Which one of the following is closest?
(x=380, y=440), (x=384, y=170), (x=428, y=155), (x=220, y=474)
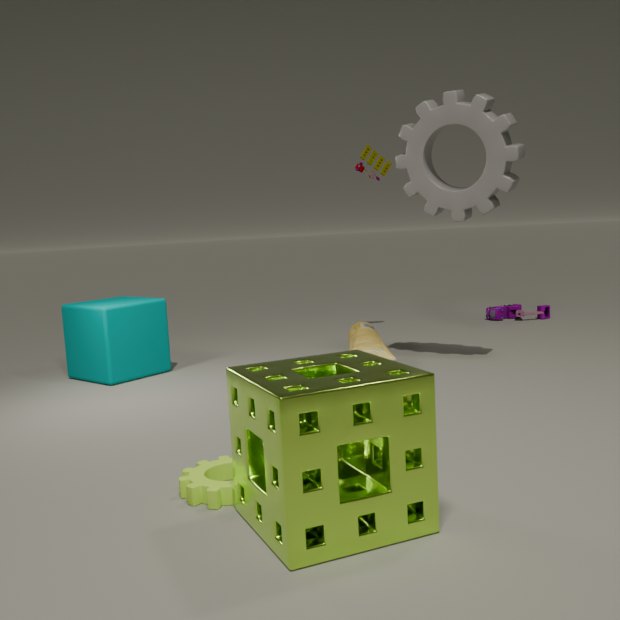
(x=380, y=440)
